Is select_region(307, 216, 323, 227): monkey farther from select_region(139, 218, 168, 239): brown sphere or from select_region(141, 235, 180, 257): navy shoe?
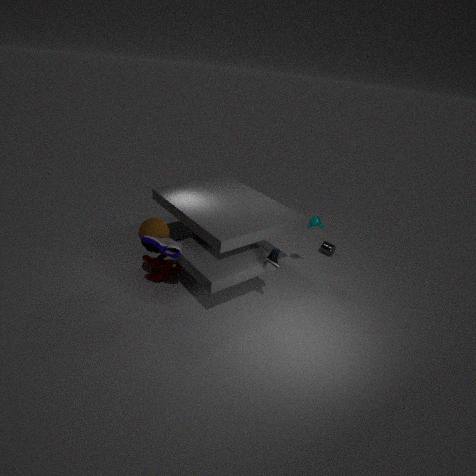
select_region(139, 218, 168, 239): brown sphere
